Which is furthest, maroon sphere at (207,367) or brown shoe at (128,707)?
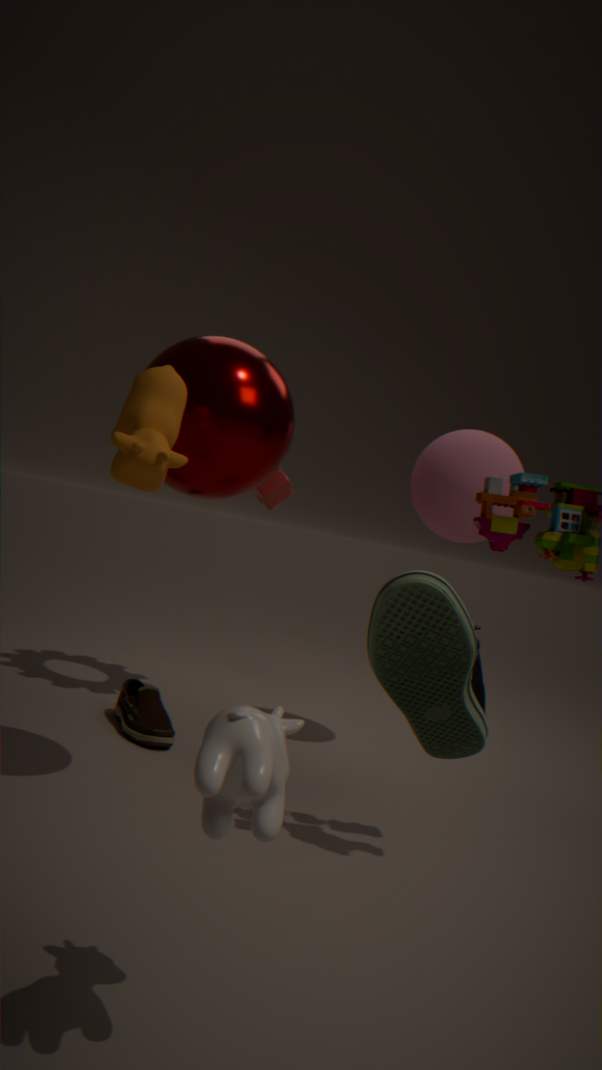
brown shoe at (128,707)
